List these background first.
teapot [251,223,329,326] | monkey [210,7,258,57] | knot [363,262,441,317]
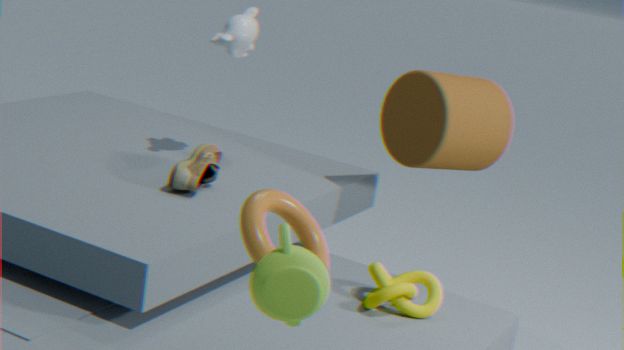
monkey [210,7,258,57] → knot [363,262,441,317] → teapot [251,223,329,326]
